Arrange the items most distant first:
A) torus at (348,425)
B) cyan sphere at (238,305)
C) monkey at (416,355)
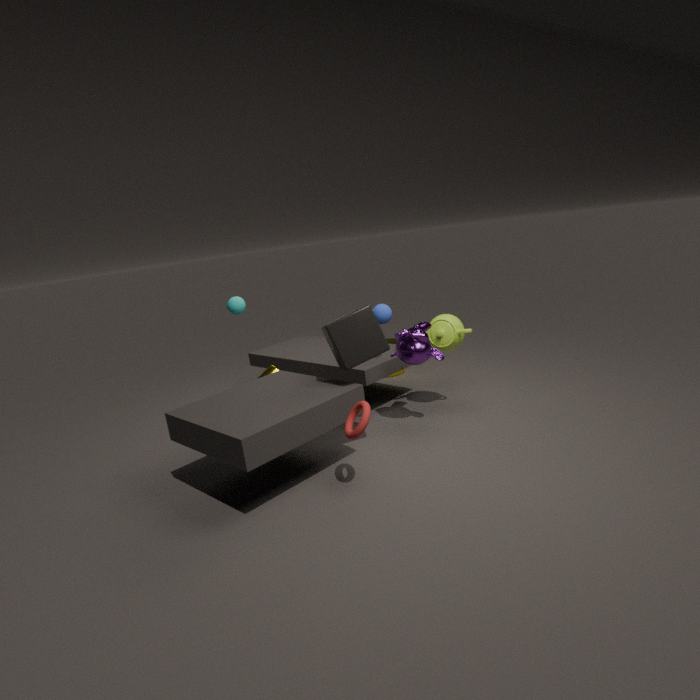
1. cyan sphere at (238,305)
2. monkey at (416,355)
3. torus at (348,425)
